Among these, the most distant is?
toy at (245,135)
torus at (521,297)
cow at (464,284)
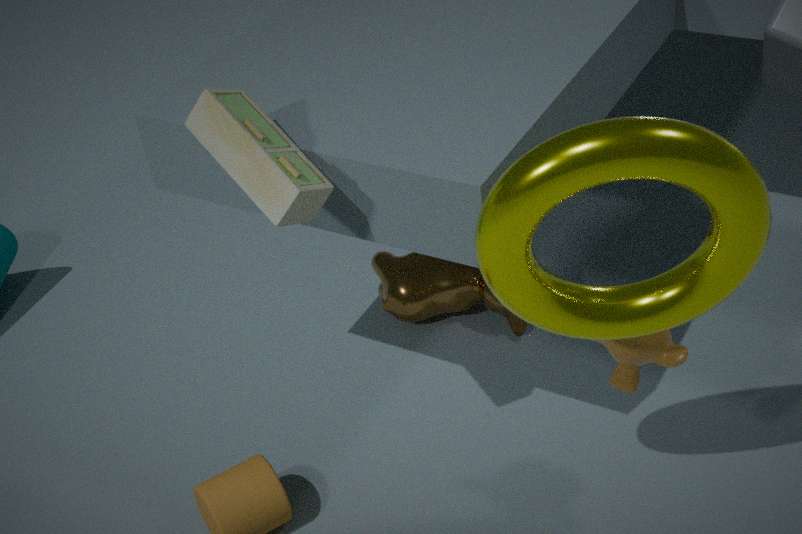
cow at (464,284)
